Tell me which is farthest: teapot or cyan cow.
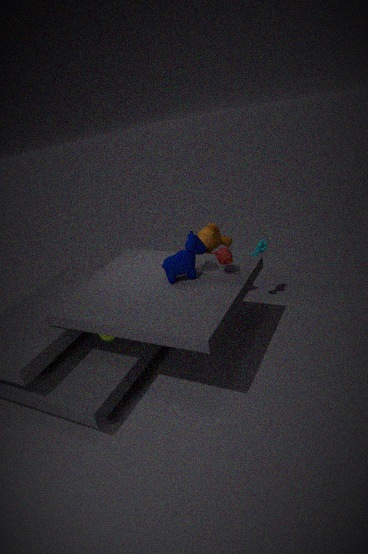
cyan cow
